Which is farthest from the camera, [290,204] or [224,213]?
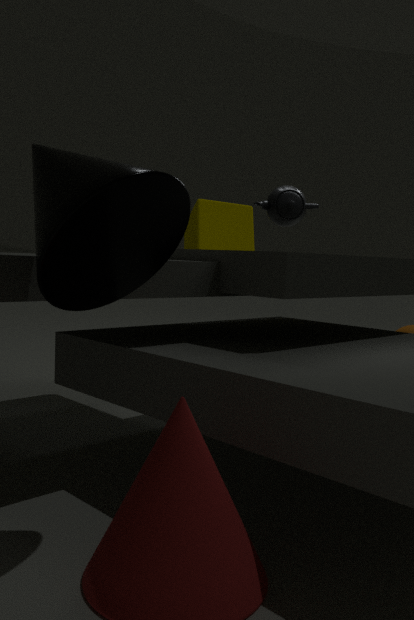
[224,213]
